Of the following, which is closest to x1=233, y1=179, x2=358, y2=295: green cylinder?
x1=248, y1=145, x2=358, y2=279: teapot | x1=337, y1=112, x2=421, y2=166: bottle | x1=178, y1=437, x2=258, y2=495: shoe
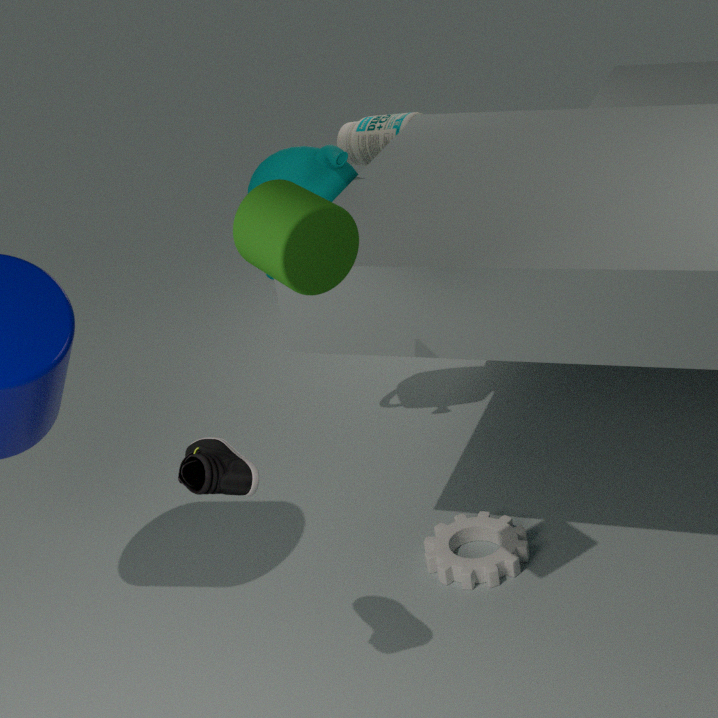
x1=178, y1=437, x2=258, y2=495: shoe
